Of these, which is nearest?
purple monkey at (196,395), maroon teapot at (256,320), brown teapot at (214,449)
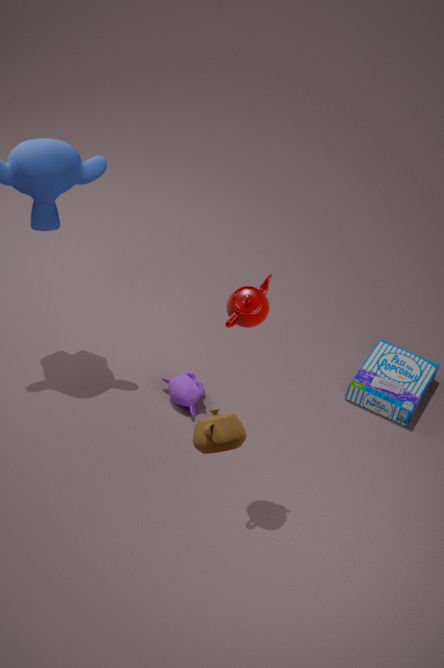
brown teapot at (214,449)
